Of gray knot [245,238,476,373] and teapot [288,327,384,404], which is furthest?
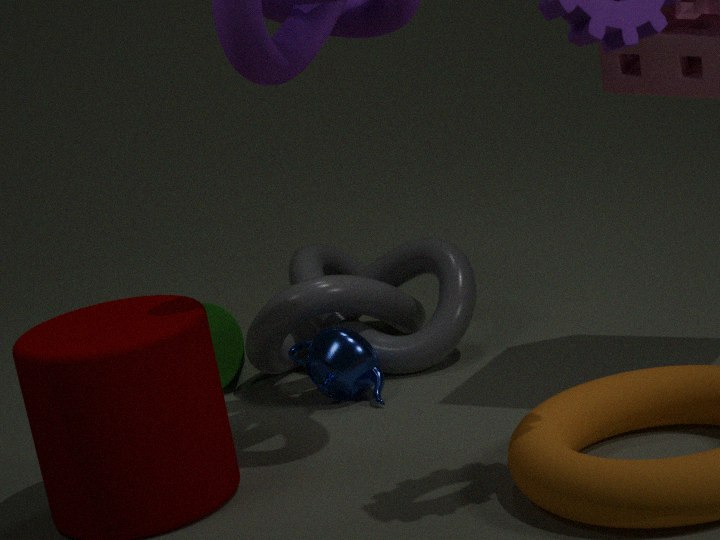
gray knot [245,238,476,373]
